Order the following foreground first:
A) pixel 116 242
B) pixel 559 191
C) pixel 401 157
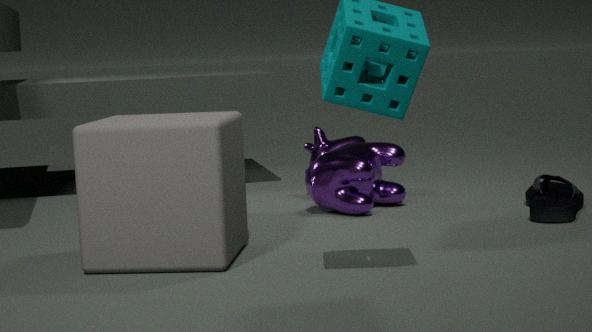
1. pixel 116 242
2. pixel 559 191
3. pixel 401 157
